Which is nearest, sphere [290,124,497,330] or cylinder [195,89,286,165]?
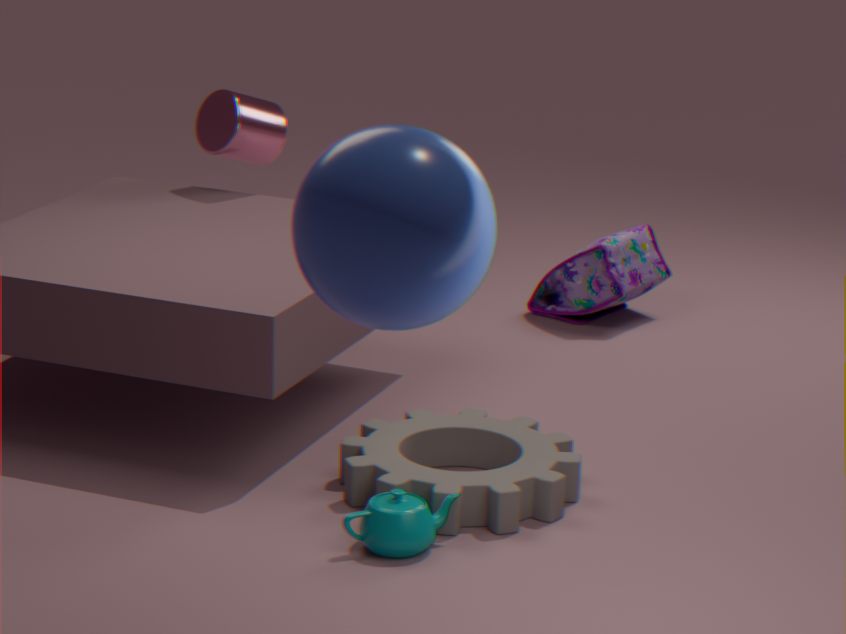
sphere [290,124,497,330]
